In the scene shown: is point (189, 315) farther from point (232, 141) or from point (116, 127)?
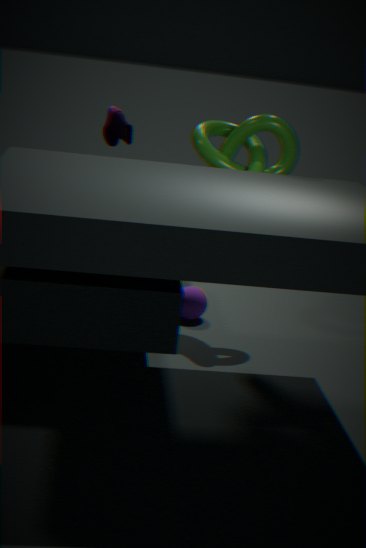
point (116, 127)
